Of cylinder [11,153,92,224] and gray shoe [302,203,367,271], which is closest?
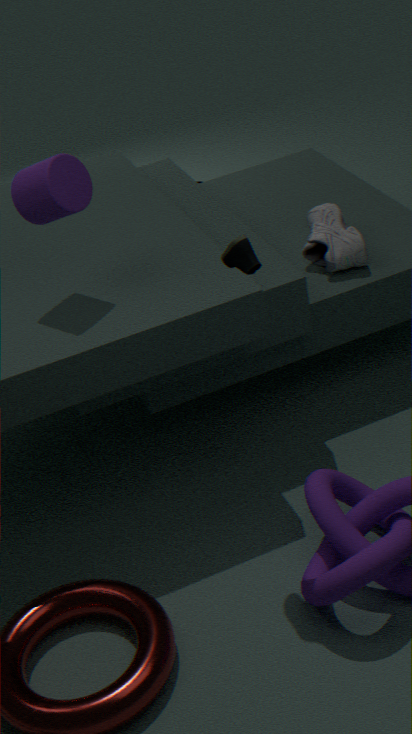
cylinder [11,153,92,224]
